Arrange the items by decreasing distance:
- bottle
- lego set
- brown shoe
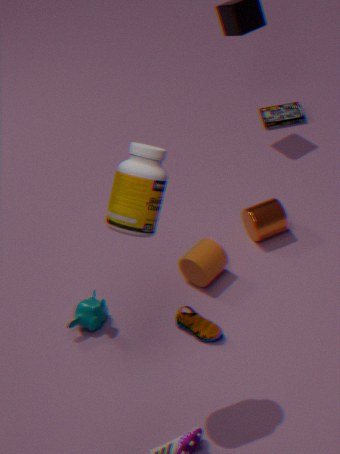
lego set → brown shoe → bottle
